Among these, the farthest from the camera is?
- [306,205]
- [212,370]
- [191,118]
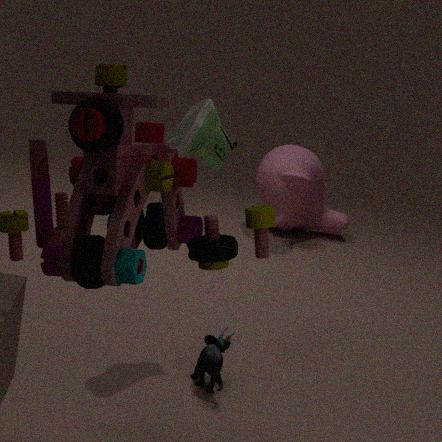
[306,205]
